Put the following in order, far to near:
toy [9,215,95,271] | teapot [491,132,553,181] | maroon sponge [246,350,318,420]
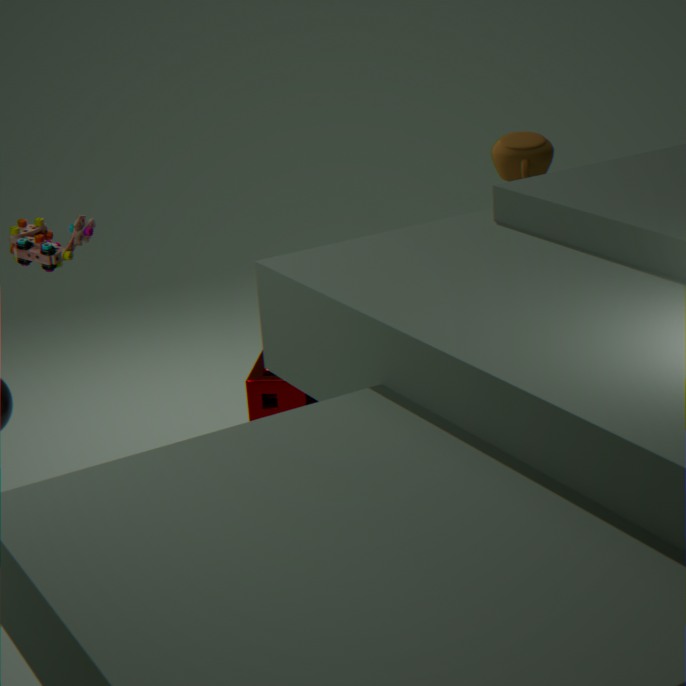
1. maroon sponge [246,350,318,420]
2. teapot [491,132,553,181]
3. toy [9,215,95,271]
